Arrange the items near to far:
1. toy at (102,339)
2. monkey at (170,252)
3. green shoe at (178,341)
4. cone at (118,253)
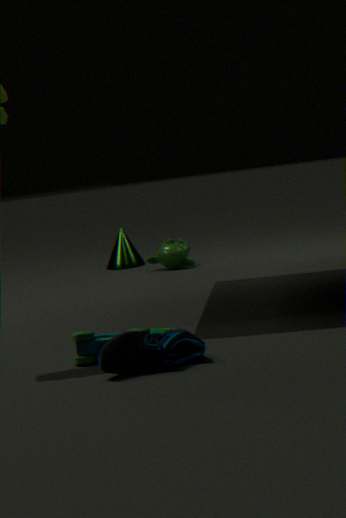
green shoe at (178,341)
toy at (102,339)
monkey at (170,252)
cone at (118,253)
